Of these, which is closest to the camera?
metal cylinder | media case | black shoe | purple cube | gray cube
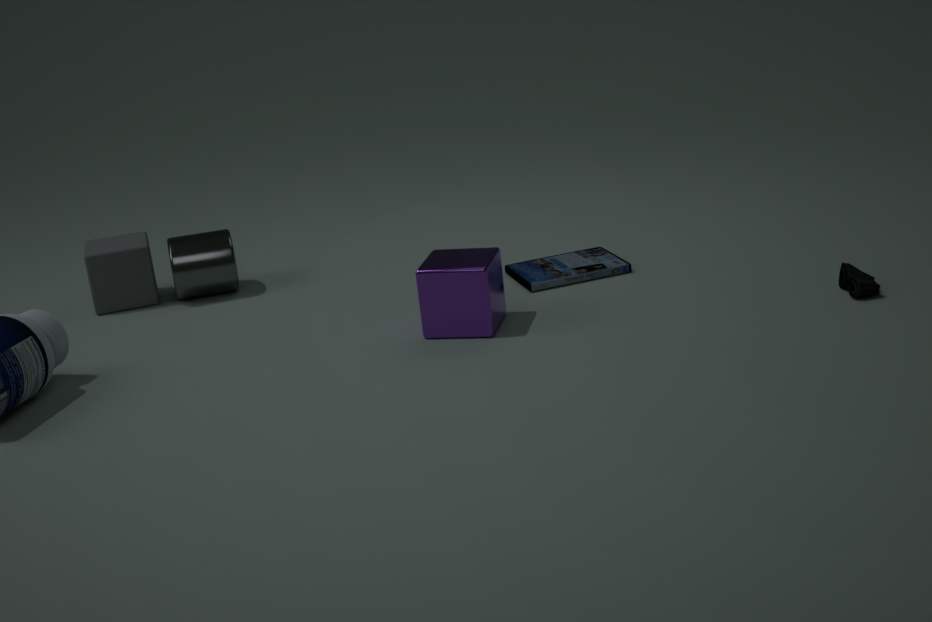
purple cube
